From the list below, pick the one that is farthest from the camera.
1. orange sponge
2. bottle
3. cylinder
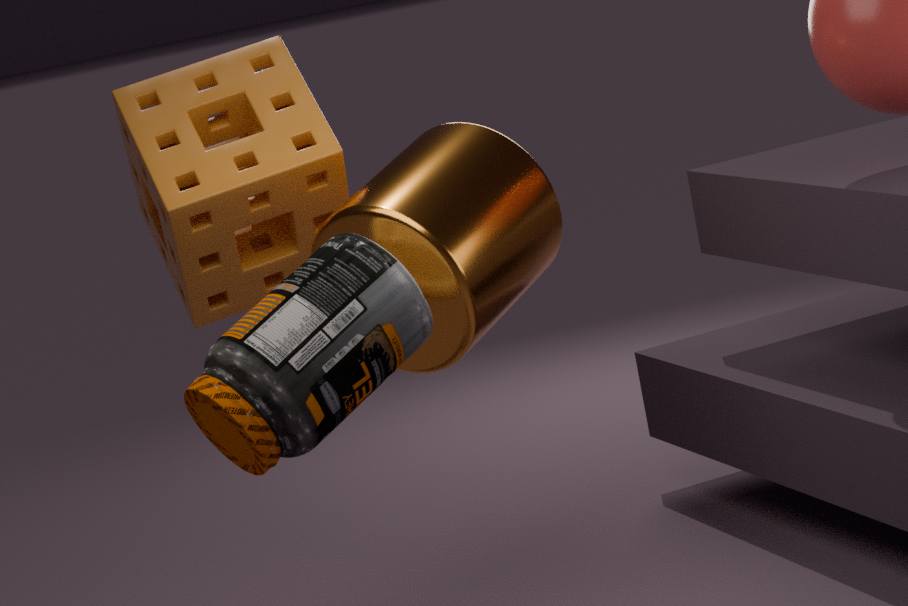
orange sponge
